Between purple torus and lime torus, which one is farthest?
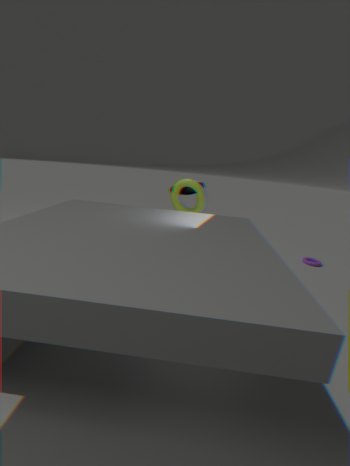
purple torus
